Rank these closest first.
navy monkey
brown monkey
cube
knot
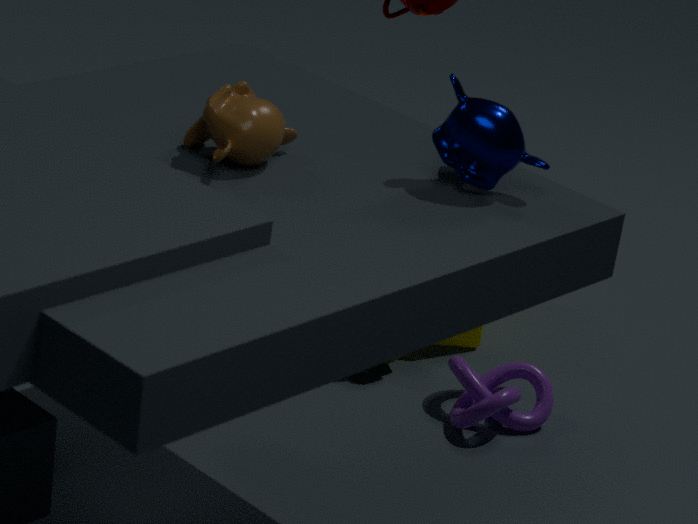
brown monkey, navy monkey, knot, cube
